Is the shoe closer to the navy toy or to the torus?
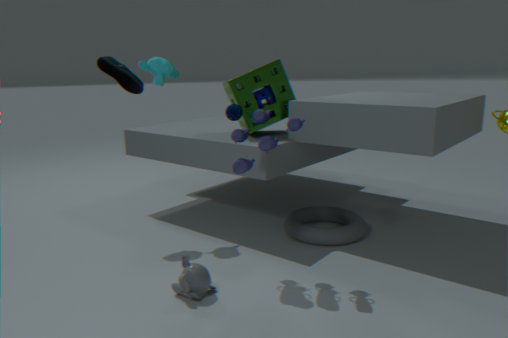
the navy toy
